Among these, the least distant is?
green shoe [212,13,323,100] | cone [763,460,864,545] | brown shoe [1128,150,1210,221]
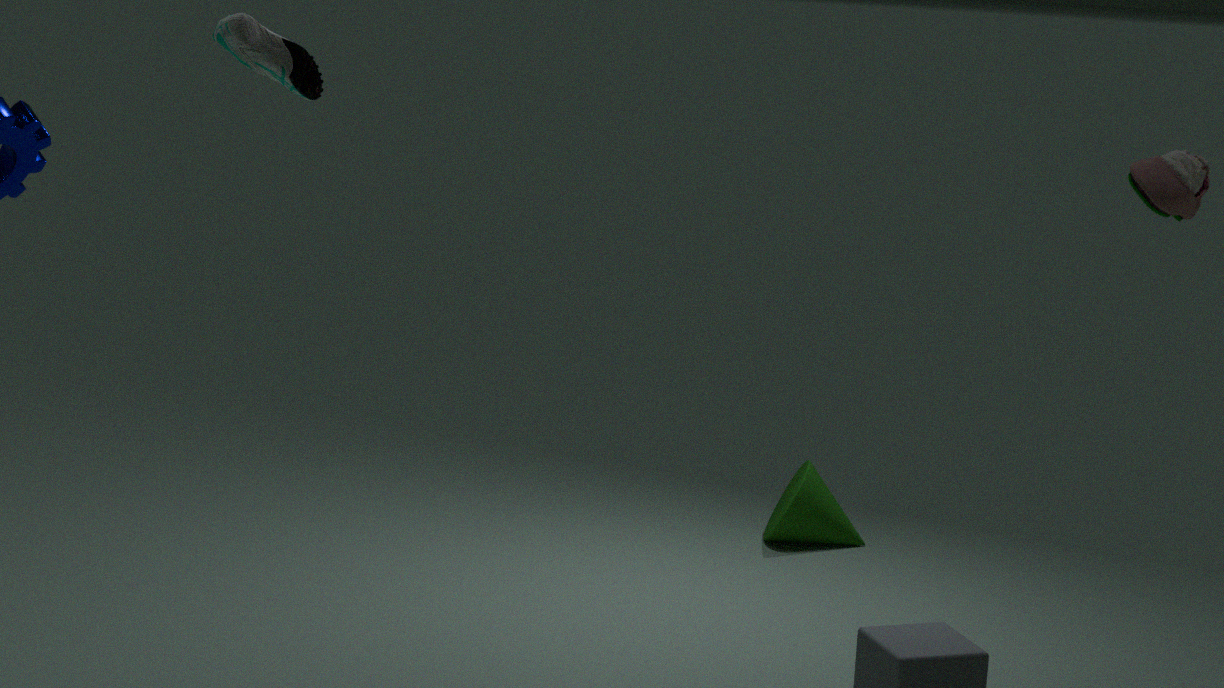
brown shoe [1128,150,1210,221]
